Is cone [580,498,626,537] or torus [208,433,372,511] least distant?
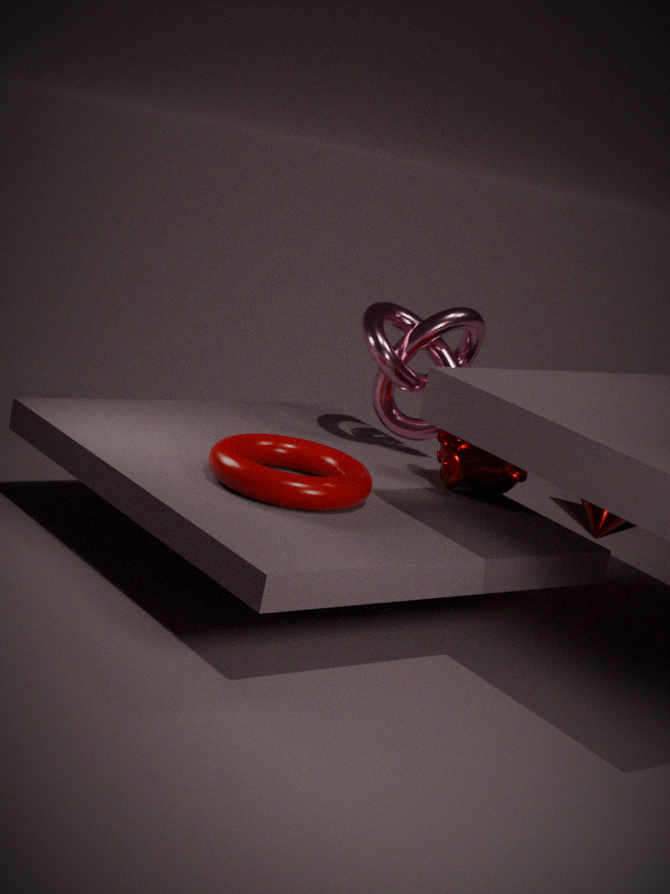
torus [208,433,372,511]
